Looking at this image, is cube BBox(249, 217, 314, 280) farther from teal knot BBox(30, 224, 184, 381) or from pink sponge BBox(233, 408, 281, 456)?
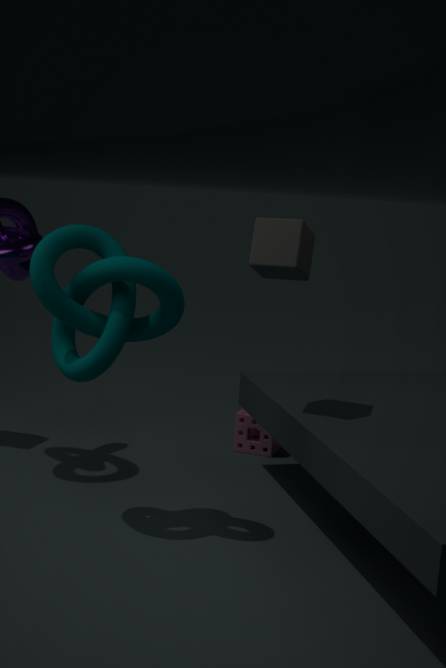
pink sponge BBox(233, 408, 281, 456)
